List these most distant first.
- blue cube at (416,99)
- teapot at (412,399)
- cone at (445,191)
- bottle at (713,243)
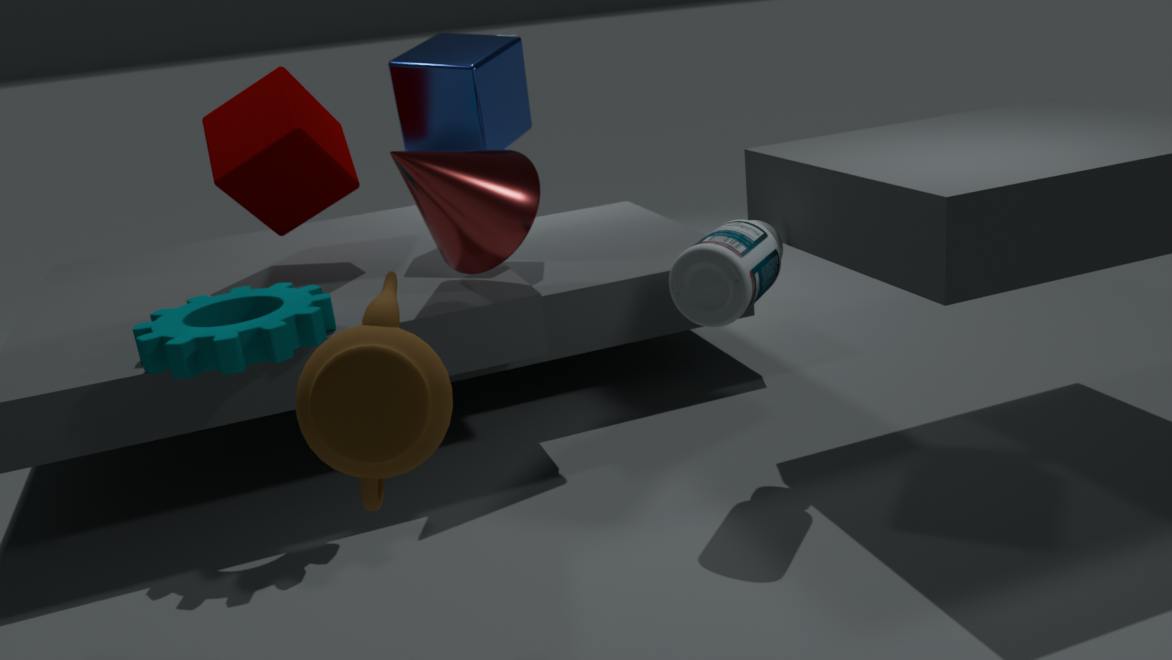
blue cube at (416,99)
cone at (445,191)
bottle at (713,243)
teapot at (412,399)
